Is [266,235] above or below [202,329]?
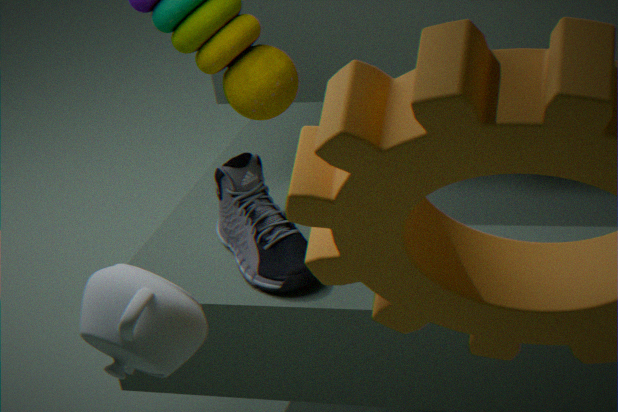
below
